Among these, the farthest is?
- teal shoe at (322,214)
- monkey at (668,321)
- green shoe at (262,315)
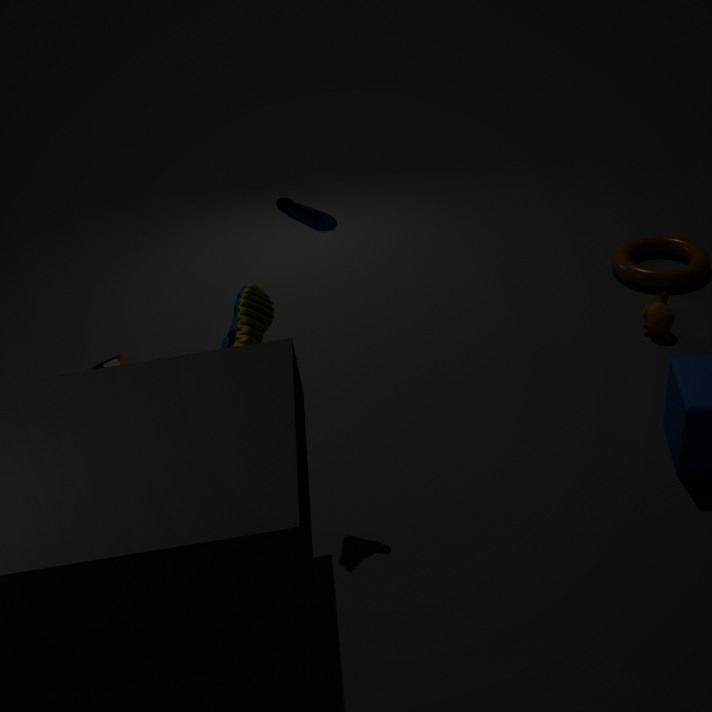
monkey at (668,321)
